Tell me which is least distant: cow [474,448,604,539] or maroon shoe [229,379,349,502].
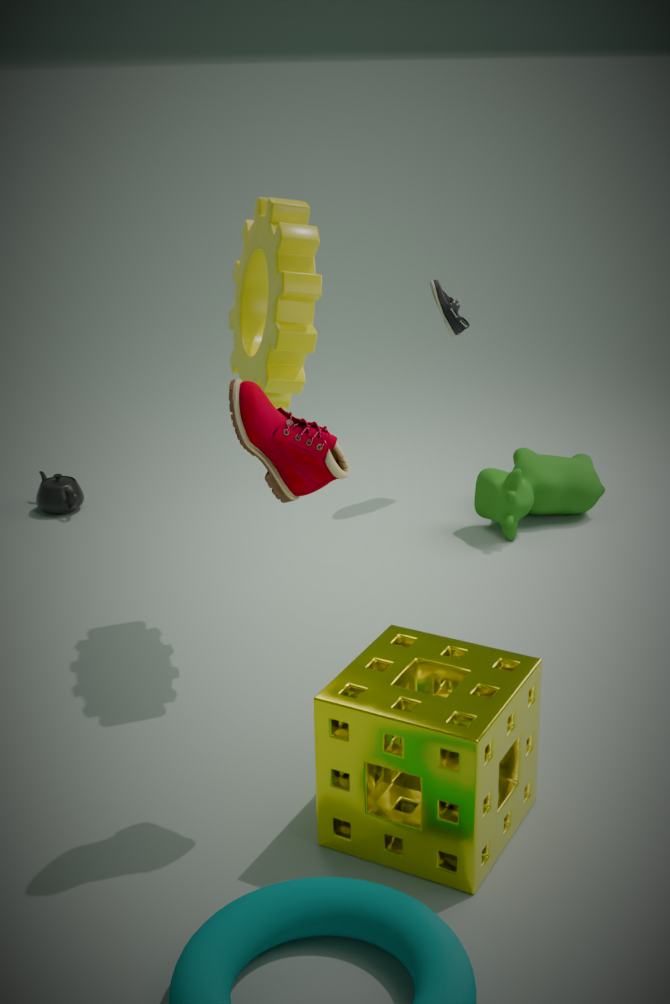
maroon shoe [229,379,349,502]
